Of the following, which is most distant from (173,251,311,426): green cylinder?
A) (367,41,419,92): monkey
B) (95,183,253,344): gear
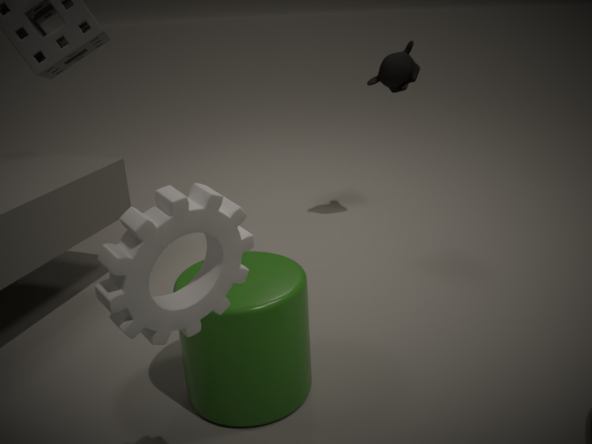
(367,41,419,92): monkey
